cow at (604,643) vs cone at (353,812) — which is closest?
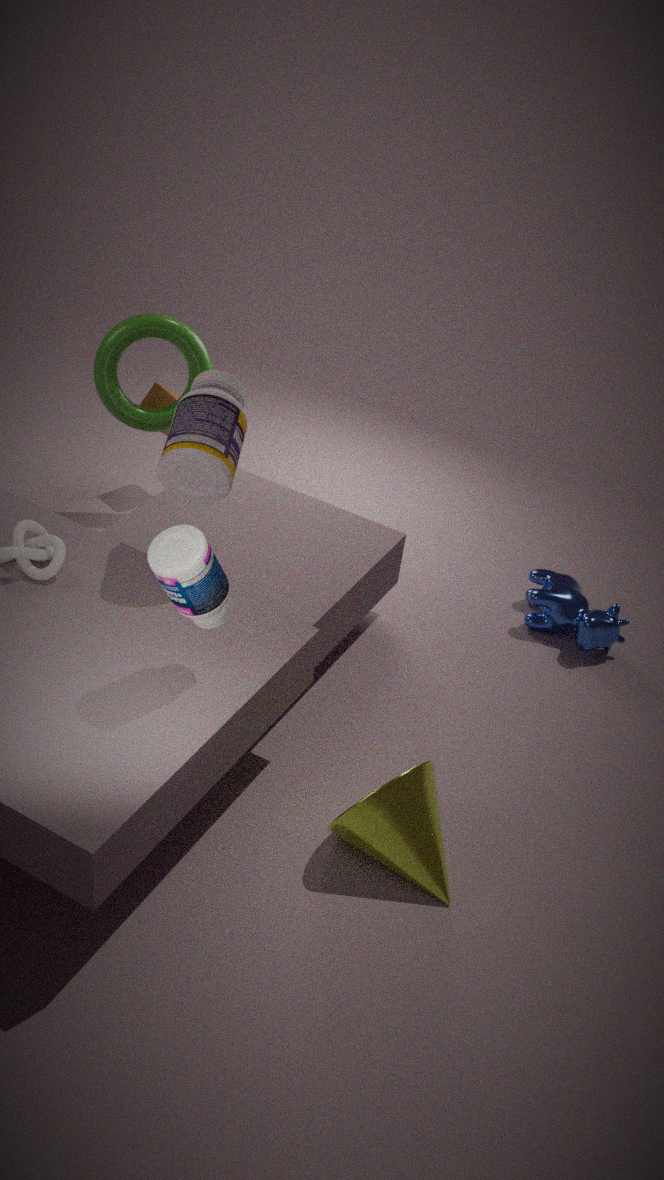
cone at (353,812)
